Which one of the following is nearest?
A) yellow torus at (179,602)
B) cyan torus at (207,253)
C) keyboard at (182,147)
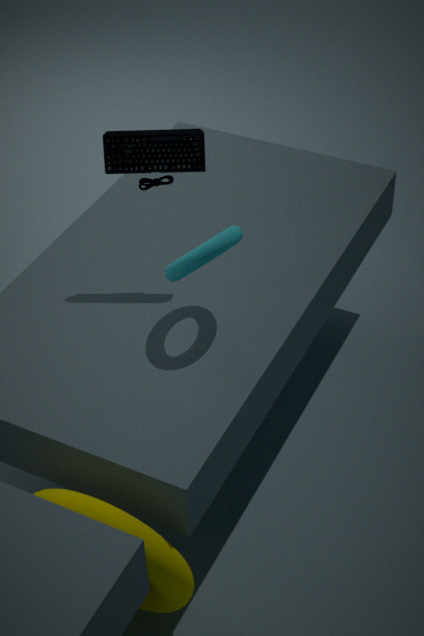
yellow torus at (179,602)
